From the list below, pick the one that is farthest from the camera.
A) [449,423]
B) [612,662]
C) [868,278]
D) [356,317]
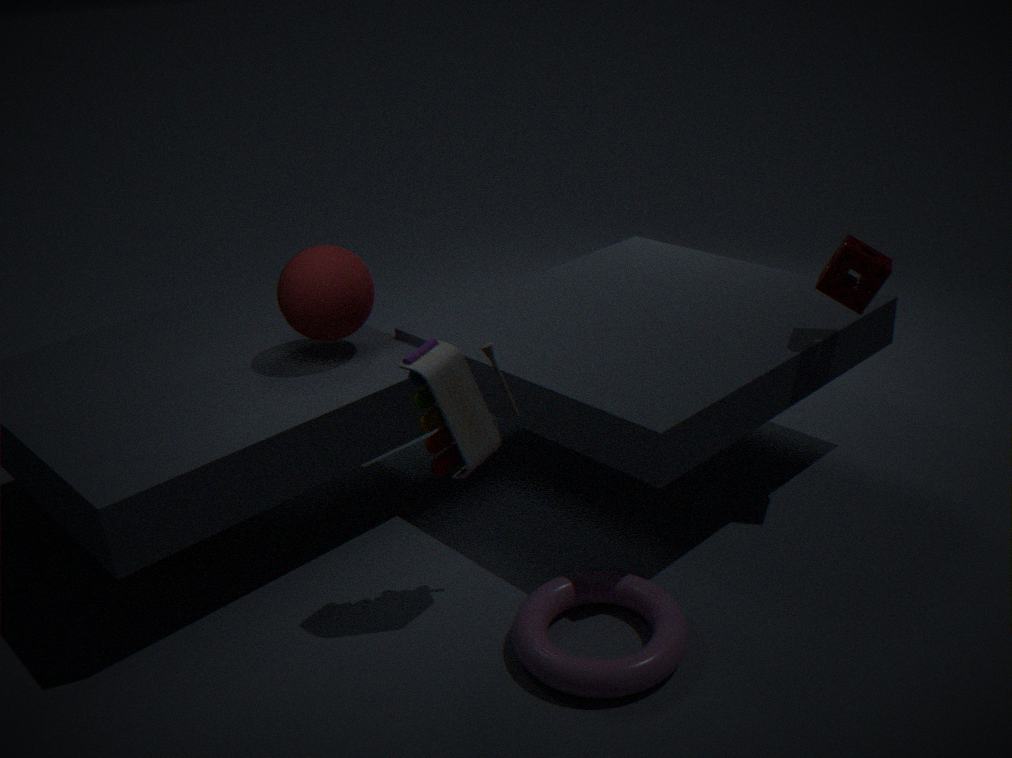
[356,317]
